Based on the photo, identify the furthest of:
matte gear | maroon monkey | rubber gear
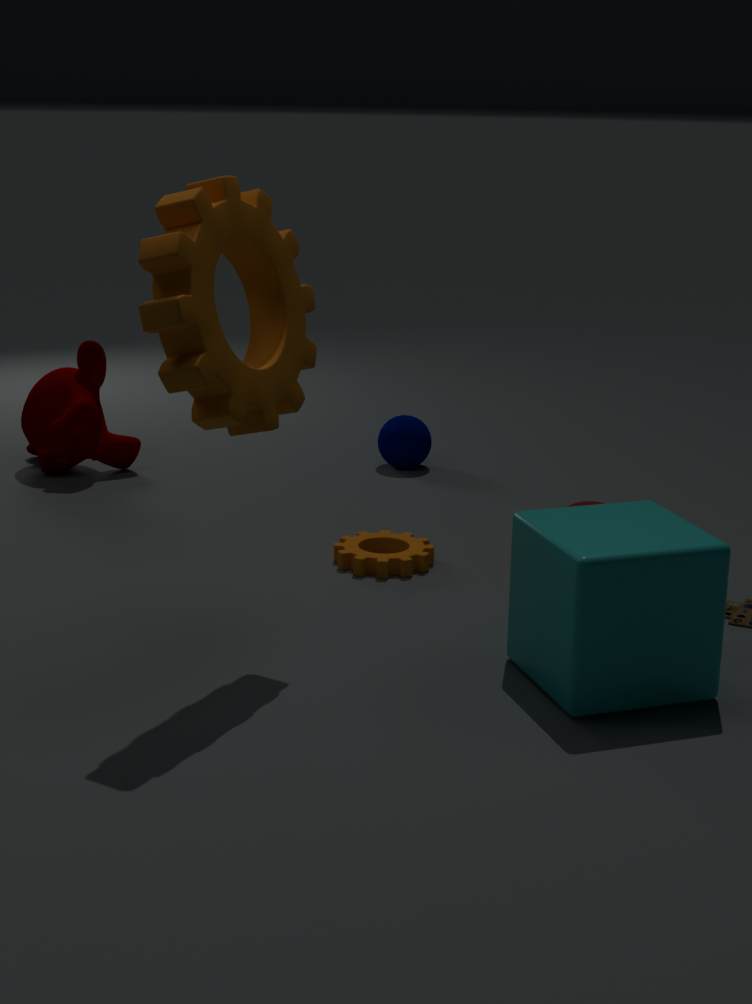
maroon monkey
